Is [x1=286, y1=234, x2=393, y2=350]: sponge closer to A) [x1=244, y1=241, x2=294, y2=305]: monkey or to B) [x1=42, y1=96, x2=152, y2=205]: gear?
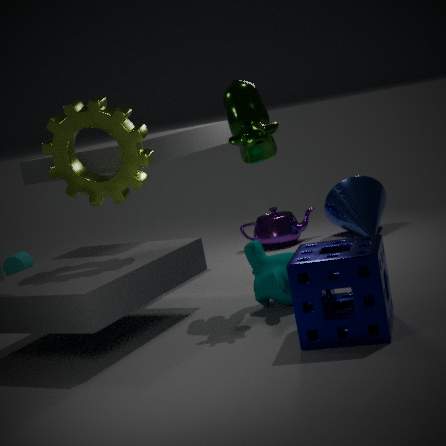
A) [x1=244, y1=241, x2=294, y2=305]: monkey
